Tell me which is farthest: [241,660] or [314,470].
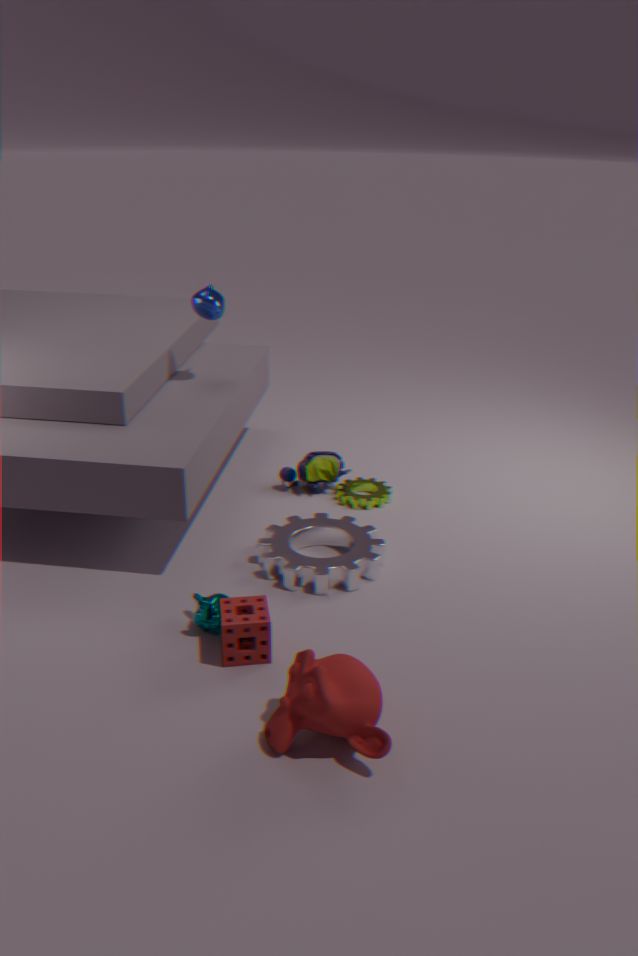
[314,470]
